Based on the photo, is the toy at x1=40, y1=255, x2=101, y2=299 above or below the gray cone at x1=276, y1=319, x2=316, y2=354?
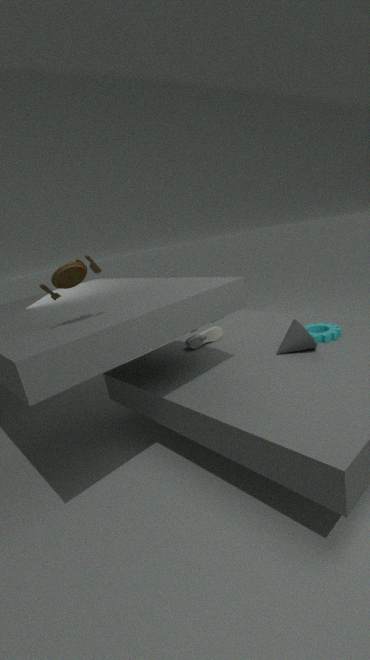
above
